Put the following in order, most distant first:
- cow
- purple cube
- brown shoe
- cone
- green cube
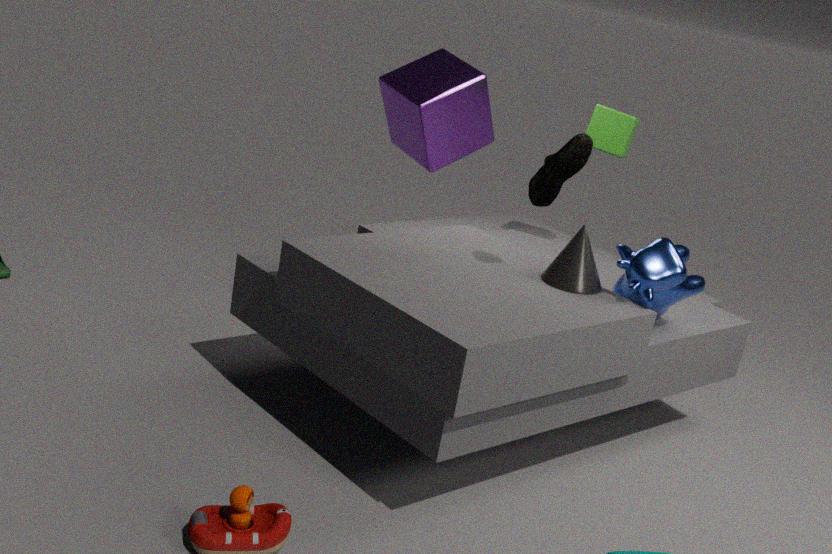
purple cube
green cube
cone
cow
brown shoe
